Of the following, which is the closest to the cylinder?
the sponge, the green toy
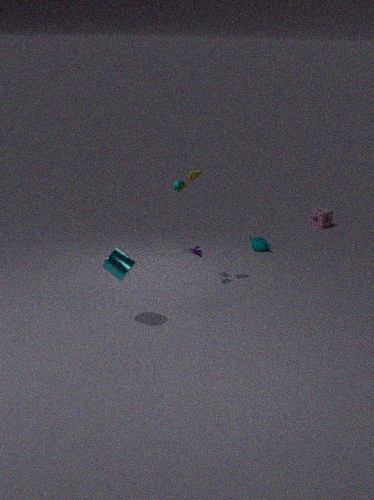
the green toy
